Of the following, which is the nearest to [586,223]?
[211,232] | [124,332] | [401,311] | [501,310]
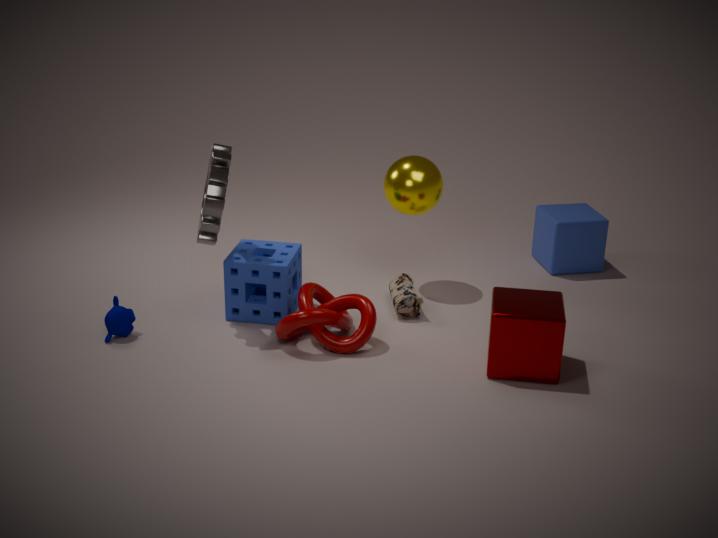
[401,311]
